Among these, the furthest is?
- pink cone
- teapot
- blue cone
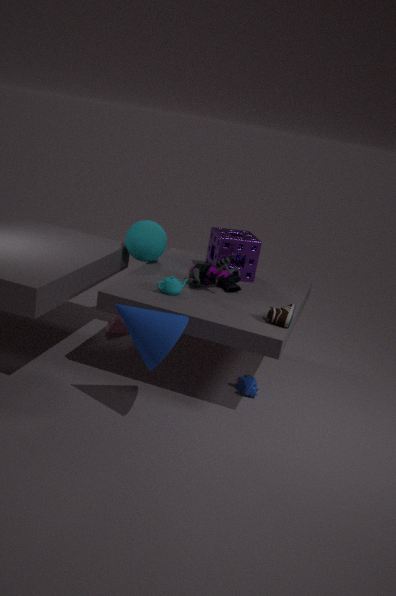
pink cone
